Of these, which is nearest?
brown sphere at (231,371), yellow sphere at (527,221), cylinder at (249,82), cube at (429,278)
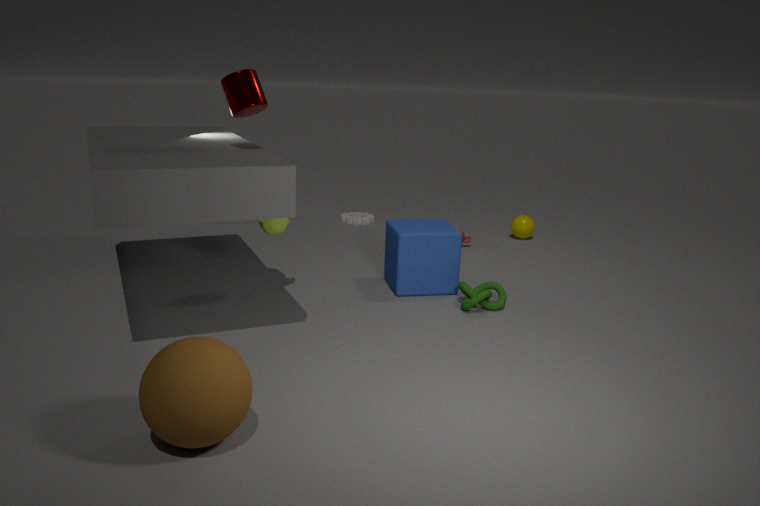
brown sphere at (231,371)
